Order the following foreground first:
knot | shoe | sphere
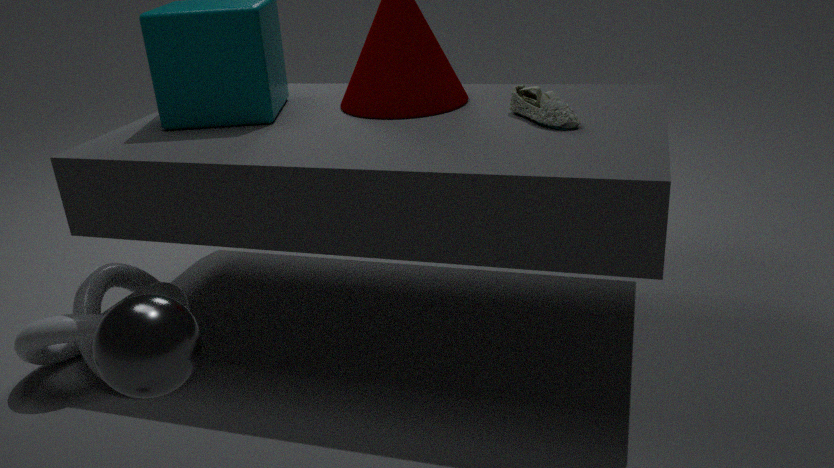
sphere
shoe
knot
